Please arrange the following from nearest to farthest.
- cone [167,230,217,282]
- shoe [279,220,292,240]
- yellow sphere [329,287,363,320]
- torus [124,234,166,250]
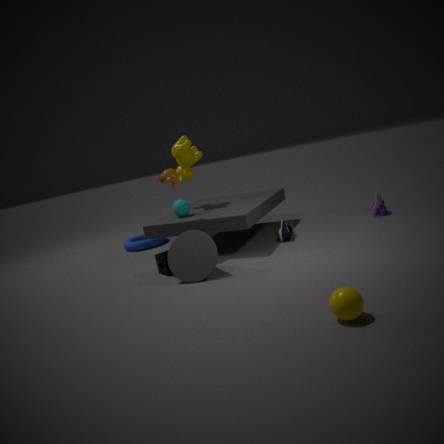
yellow sphere [329,287,363,320], cone [167,230,217,282], shoe [279,220,292,240], torus [124,234,166,250]
